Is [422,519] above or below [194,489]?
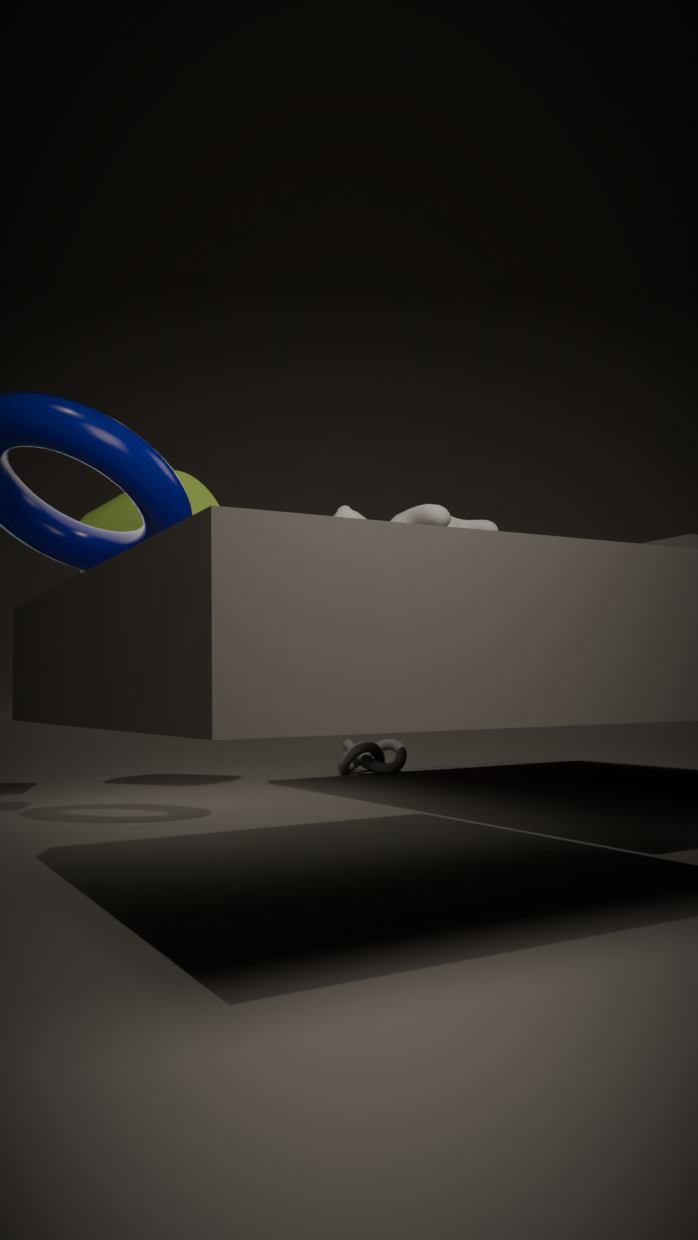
below
